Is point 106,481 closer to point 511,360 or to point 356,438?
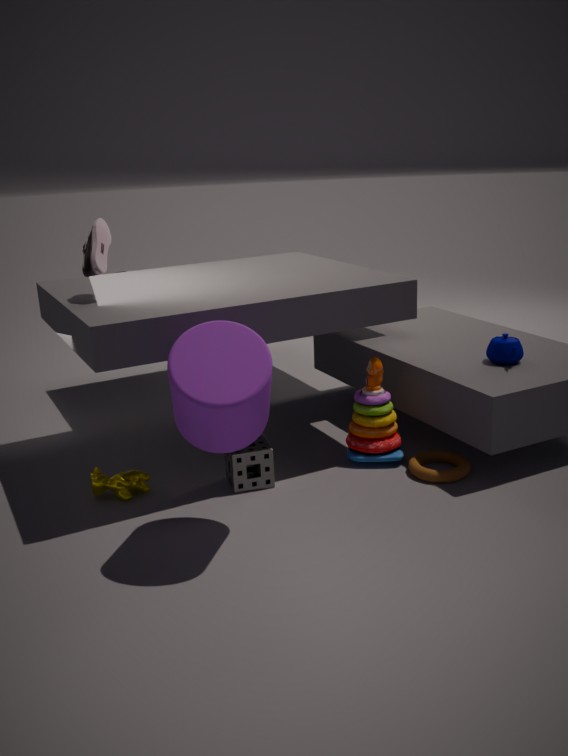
point 356,438
